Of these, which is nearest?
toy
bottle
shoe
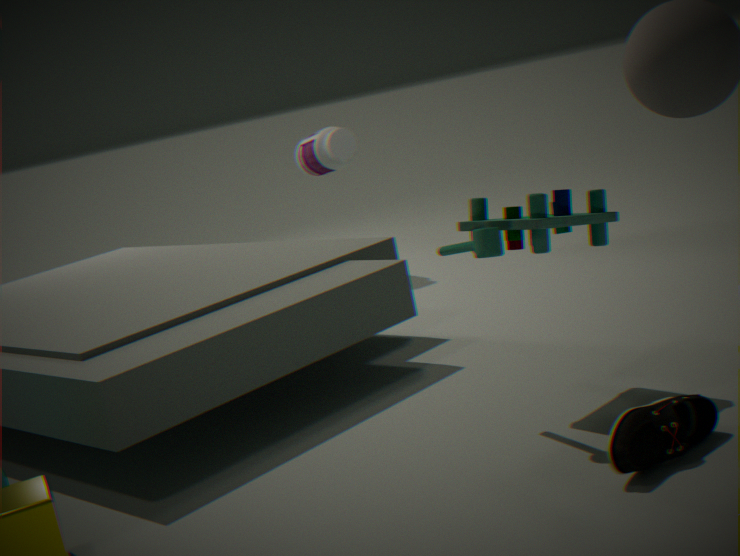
shoe
